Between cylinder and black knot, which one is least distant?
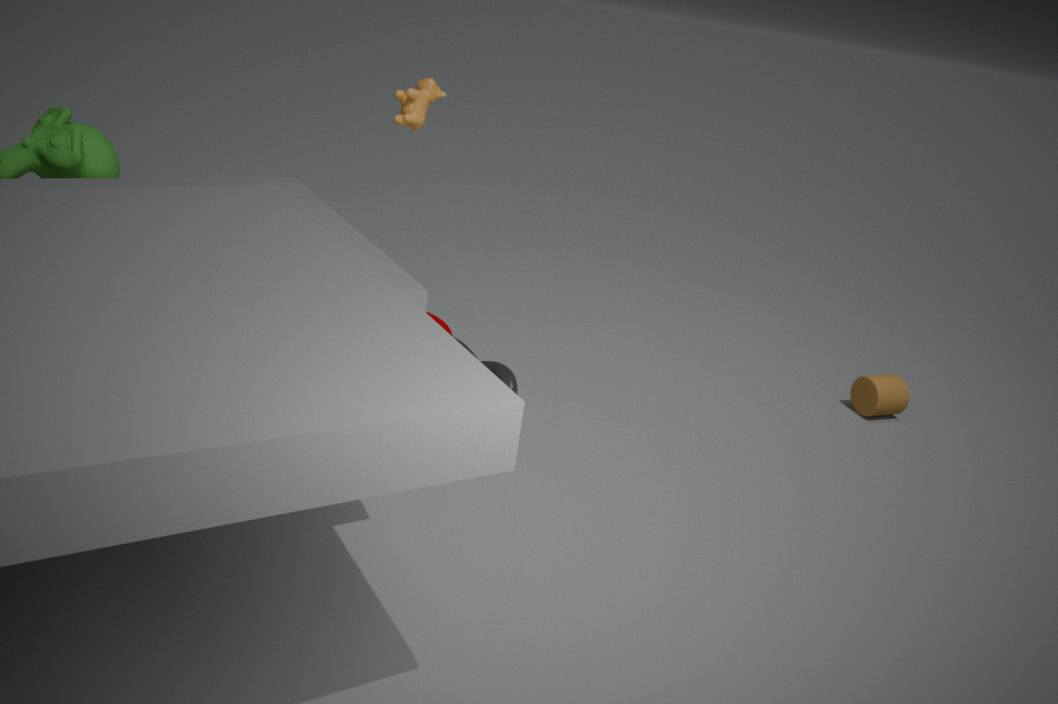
black knot
